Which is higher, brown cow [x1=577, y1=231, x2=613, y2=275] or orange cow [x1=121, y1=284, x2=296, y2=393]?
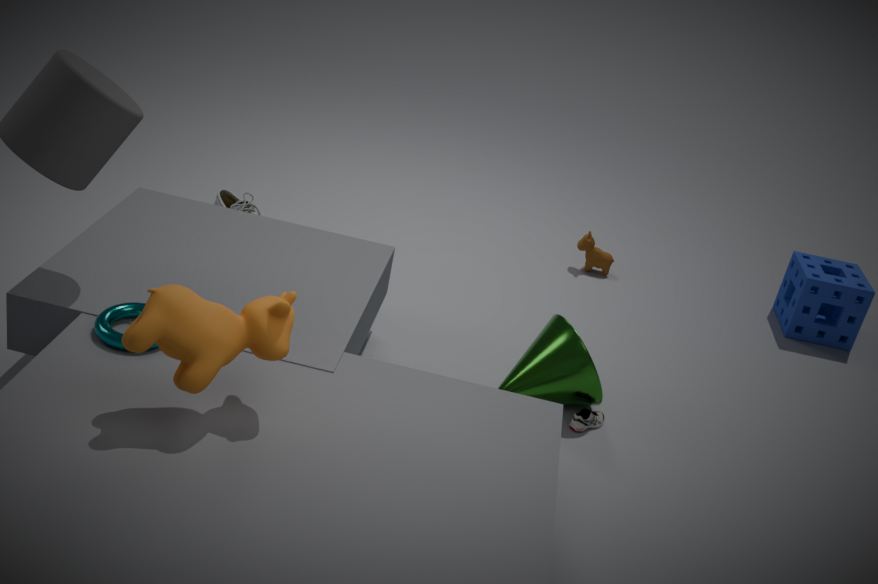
orange cow [x1=121, y1=284, x2=296, y2=393]
